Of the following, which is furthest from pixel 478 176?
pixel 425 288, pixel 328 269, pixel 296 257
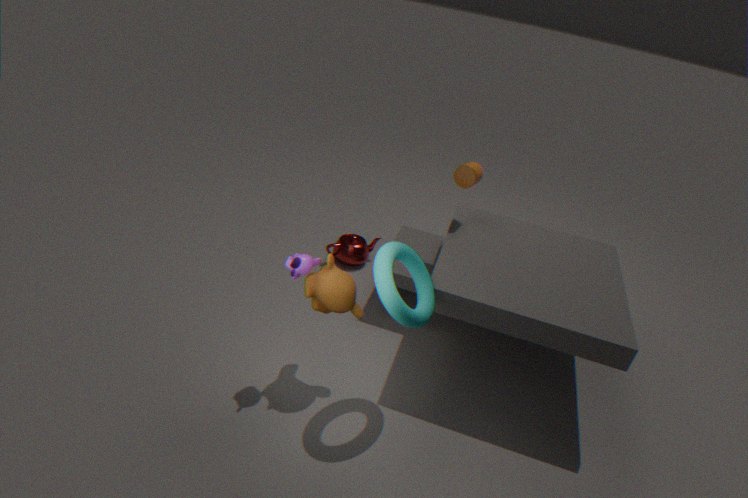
pixel 296 257
